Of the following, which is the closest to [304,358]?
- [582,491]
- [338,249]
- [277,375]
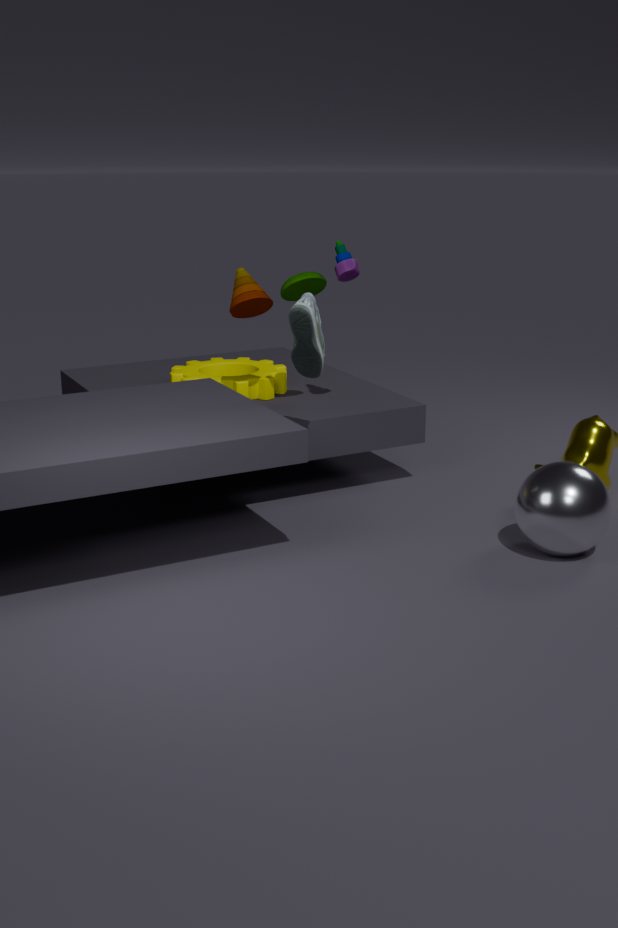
[338,249]
